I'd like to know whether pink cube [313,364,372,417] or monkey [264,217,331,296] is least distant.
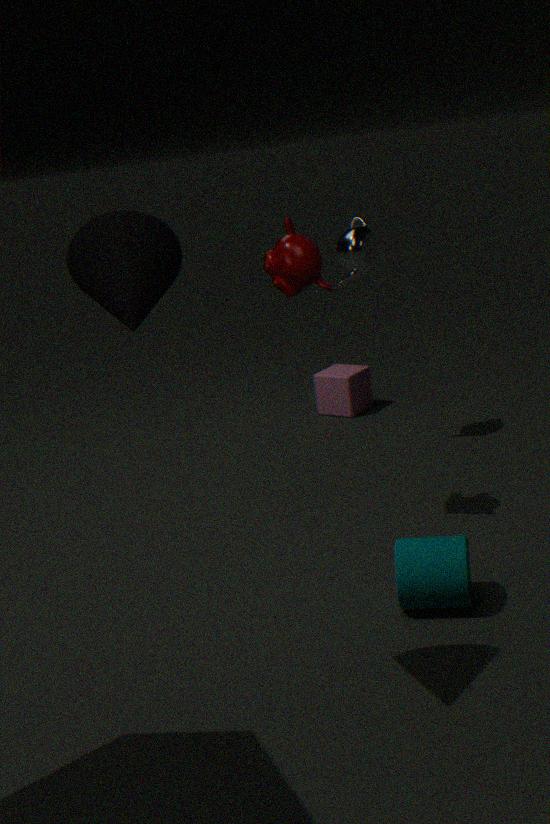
monkey [264,217,331,296]
